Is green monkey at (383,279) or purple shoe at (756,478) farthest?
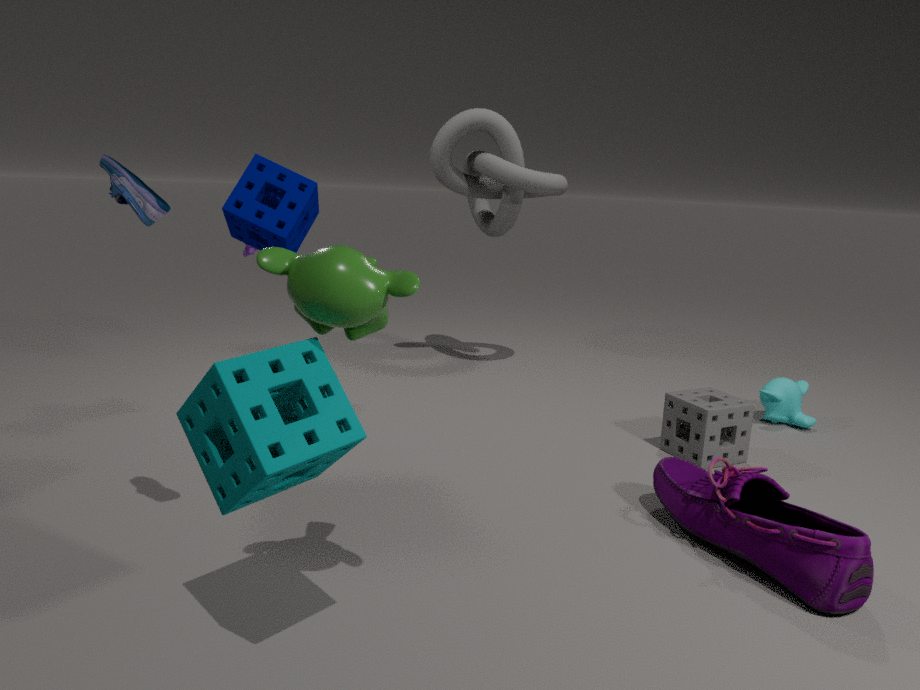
purple shoe at (756,478)
